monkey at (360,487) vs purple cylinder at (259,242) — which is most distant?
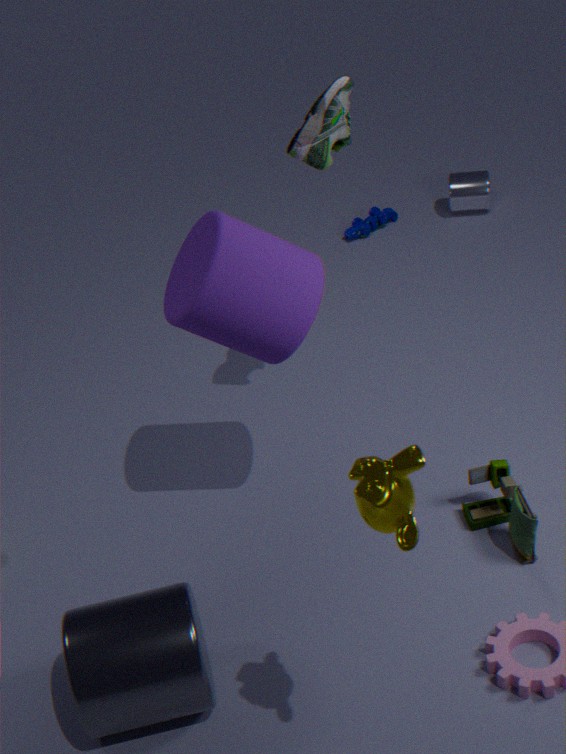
purple cylinder at (259,242)
